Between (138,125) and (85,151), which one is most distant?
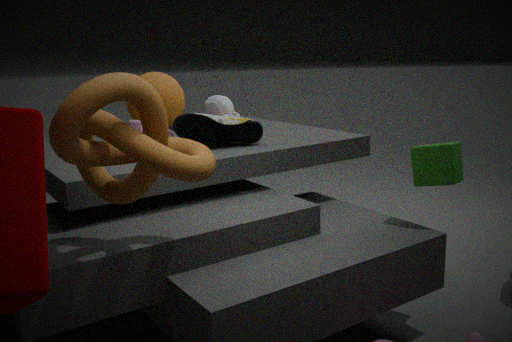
(138,125)
